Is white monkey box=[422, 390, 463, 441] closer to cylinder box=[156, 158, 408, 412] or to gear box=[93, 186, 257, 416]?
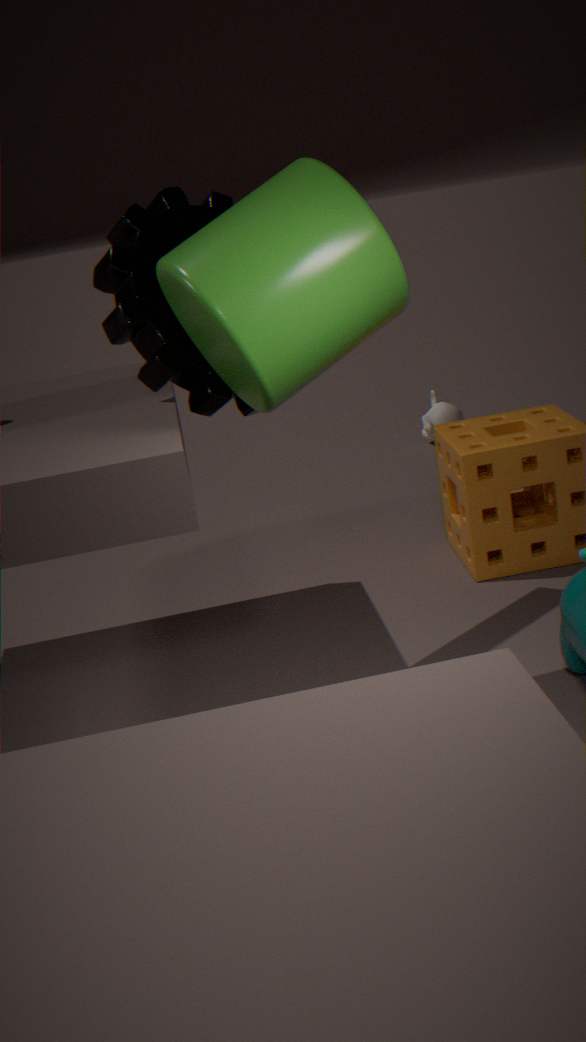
gear box=[93, 186, 257, 416]
